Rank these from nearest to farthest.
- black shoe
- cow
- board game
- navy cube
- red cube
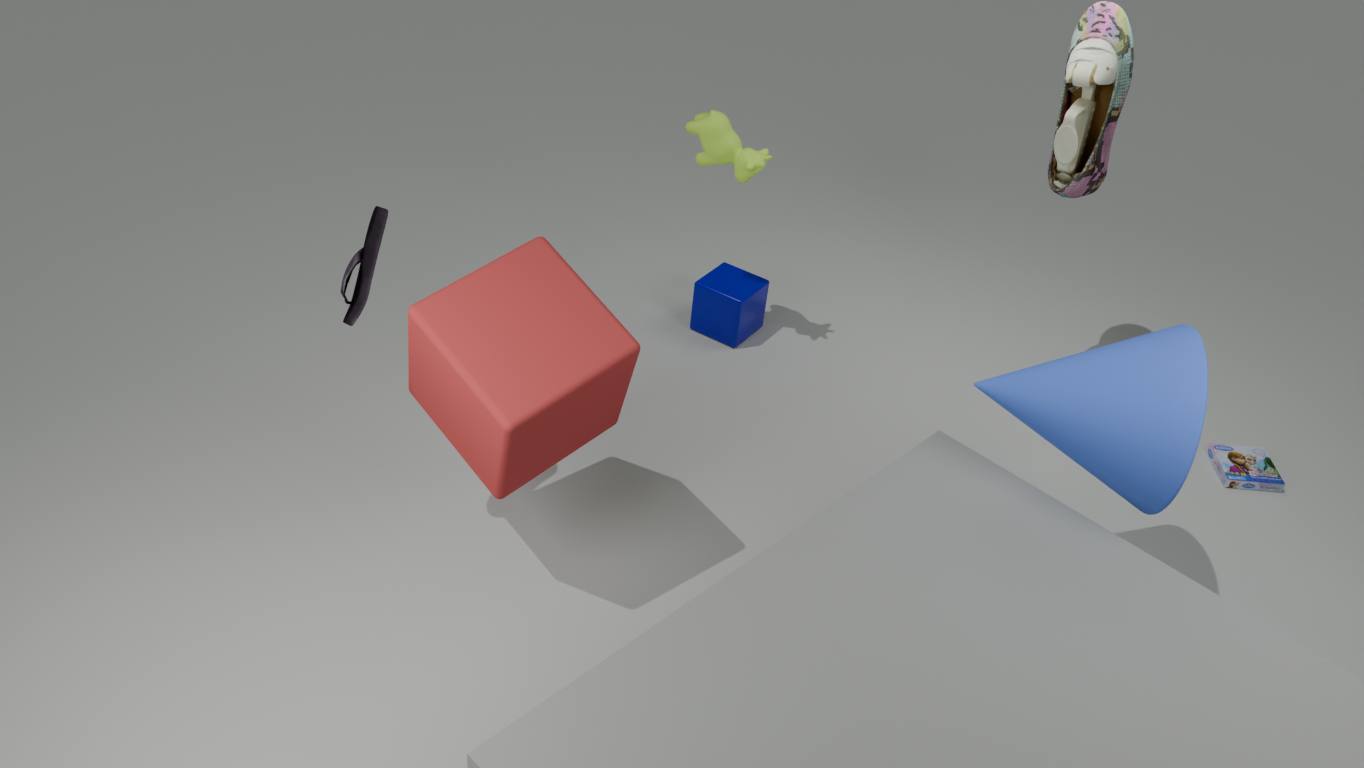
red cube < black shoe < cow < board game < navy cube
